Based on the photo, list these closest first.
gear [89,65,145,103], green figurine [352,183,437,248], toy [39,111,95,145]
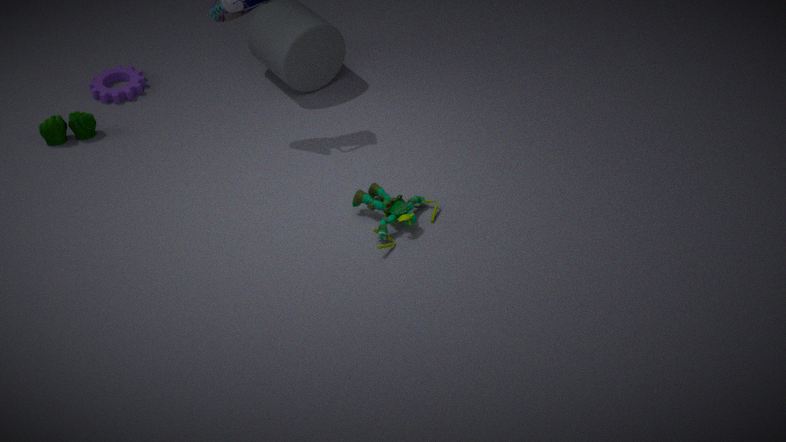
green figurine [352,183,437,248] → toy [39,111,95,145] → gear [89,65,145,103]
